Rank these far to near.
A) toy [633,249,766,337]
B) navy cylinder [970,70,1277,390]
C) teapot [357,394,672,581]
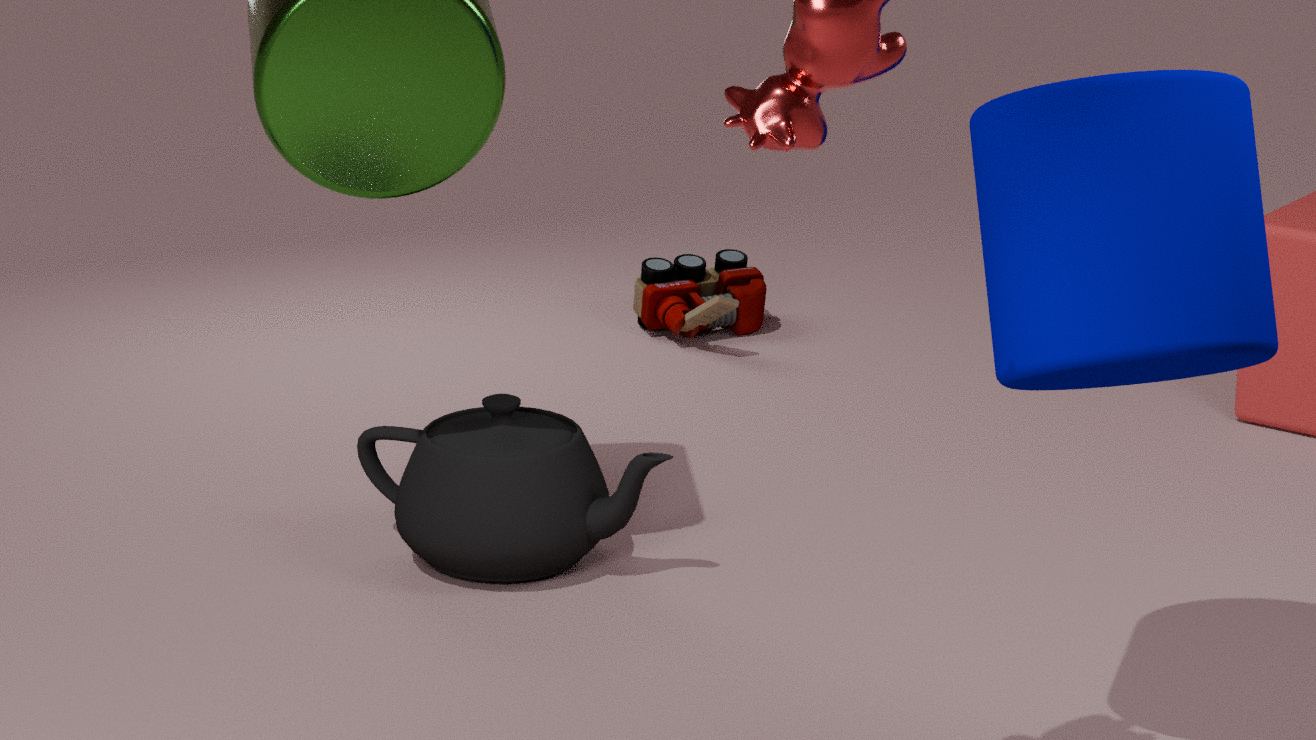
toy [633,249,766,337], teapot [357,394,672,581], navy cylinder [970,70,1277,390]
